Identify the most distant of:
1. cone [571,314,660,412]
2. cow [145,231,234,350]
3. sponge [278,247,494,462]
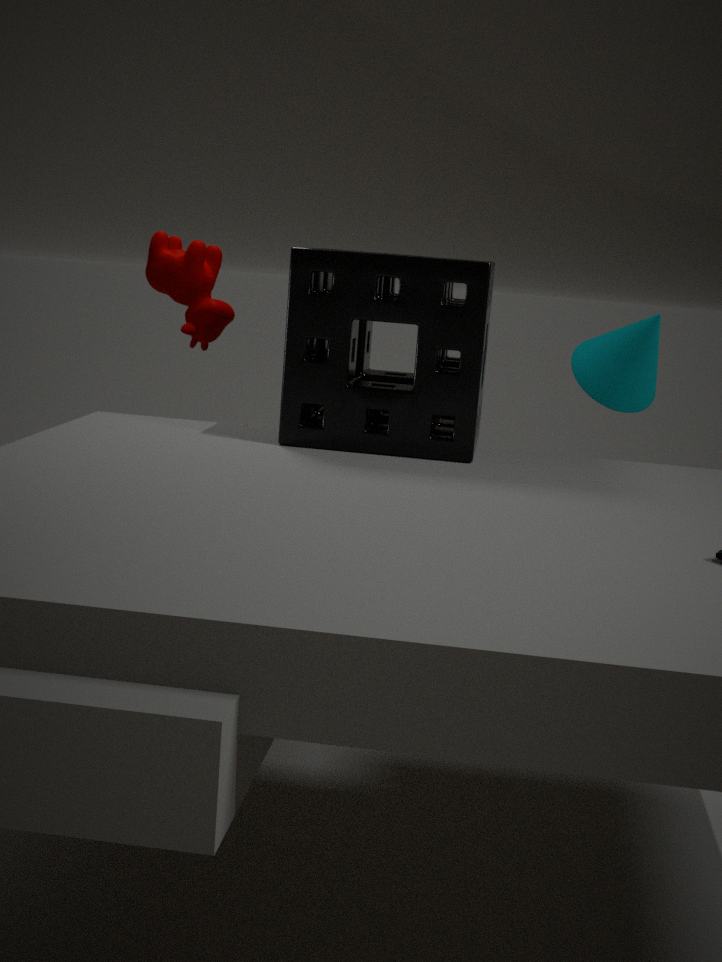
cone [571,314,660,412]
